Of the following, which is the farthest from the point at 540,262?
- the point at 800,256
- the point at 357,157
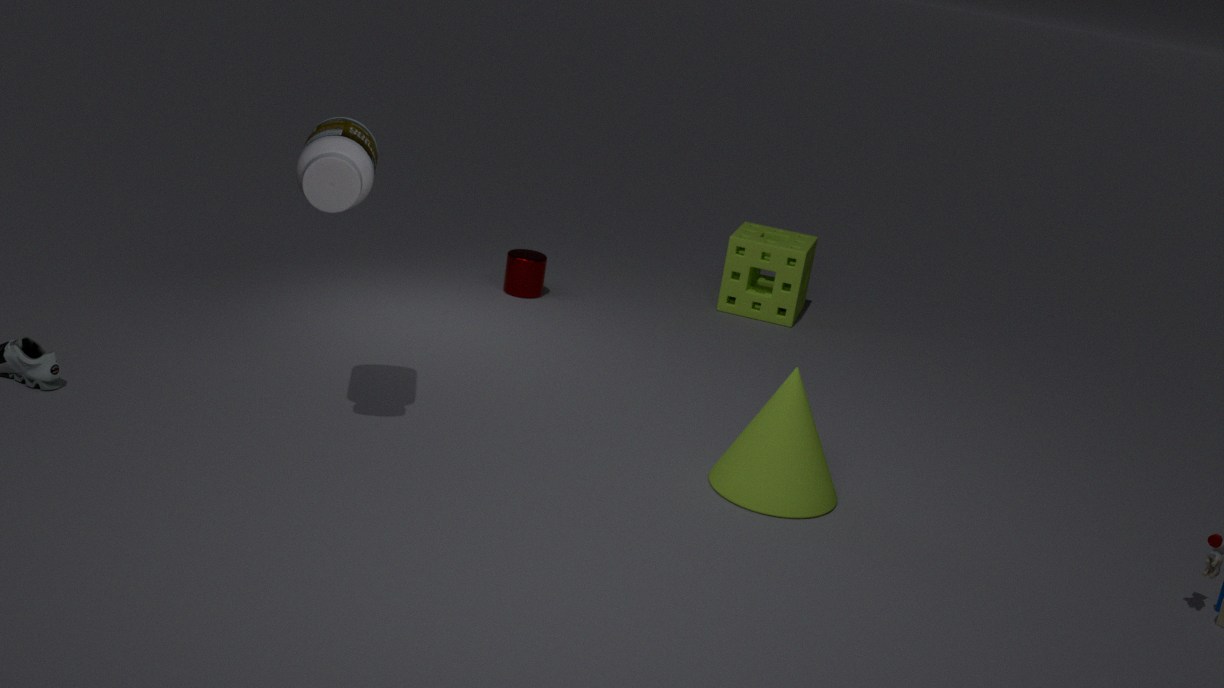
the point at 357,157
